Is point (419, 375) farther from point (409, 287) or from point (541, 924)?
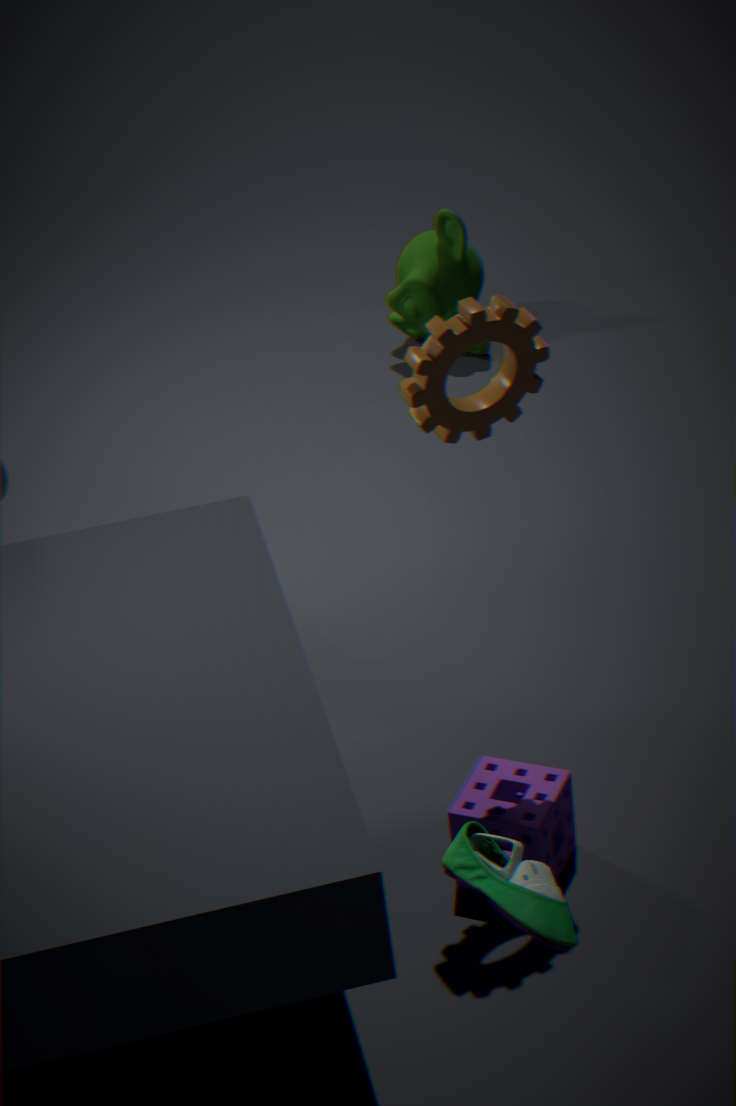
point (409, 287)
